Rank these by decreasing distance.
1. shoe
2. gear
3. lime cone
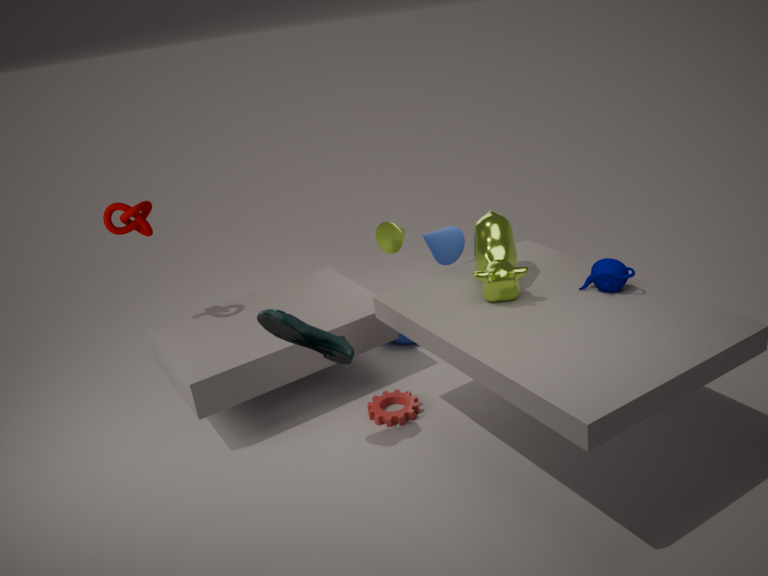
1. lime cone
2. gear
3. shoe
